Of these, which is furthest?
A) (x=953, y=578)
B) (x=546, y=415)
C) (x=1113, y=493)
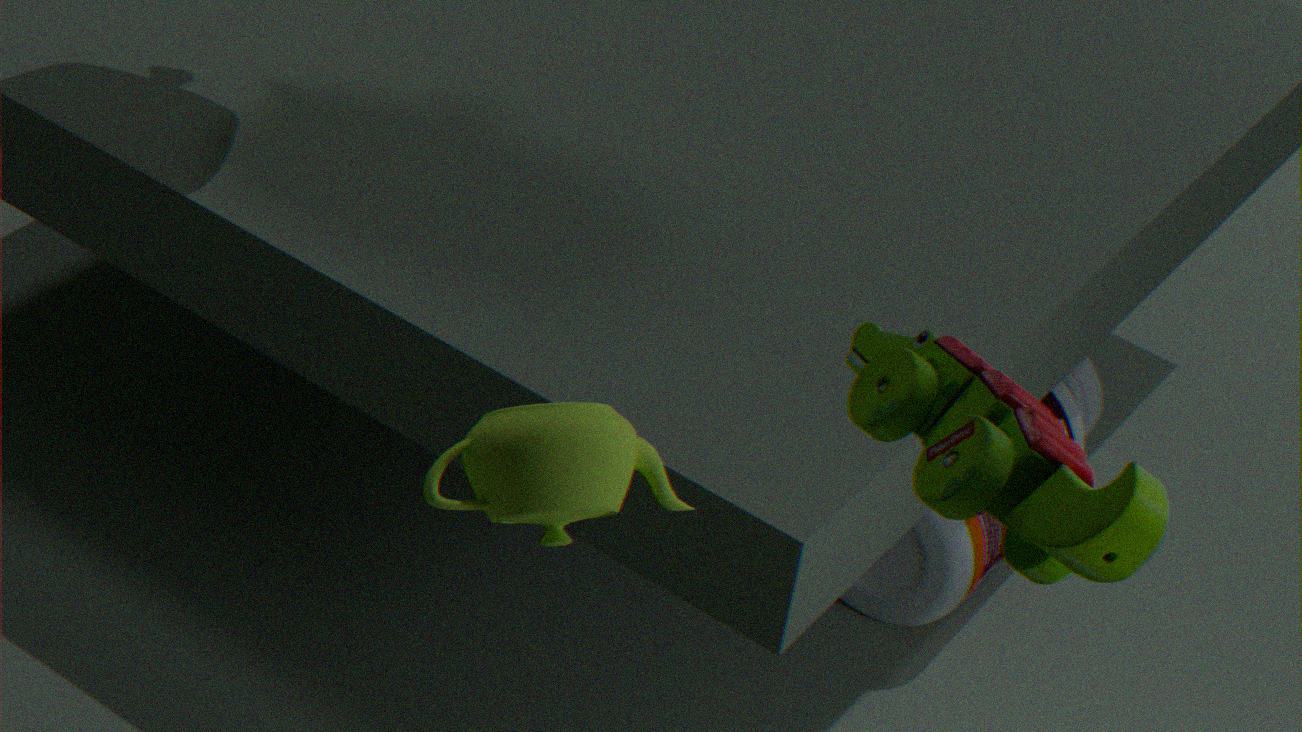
(x=953, y=578)
